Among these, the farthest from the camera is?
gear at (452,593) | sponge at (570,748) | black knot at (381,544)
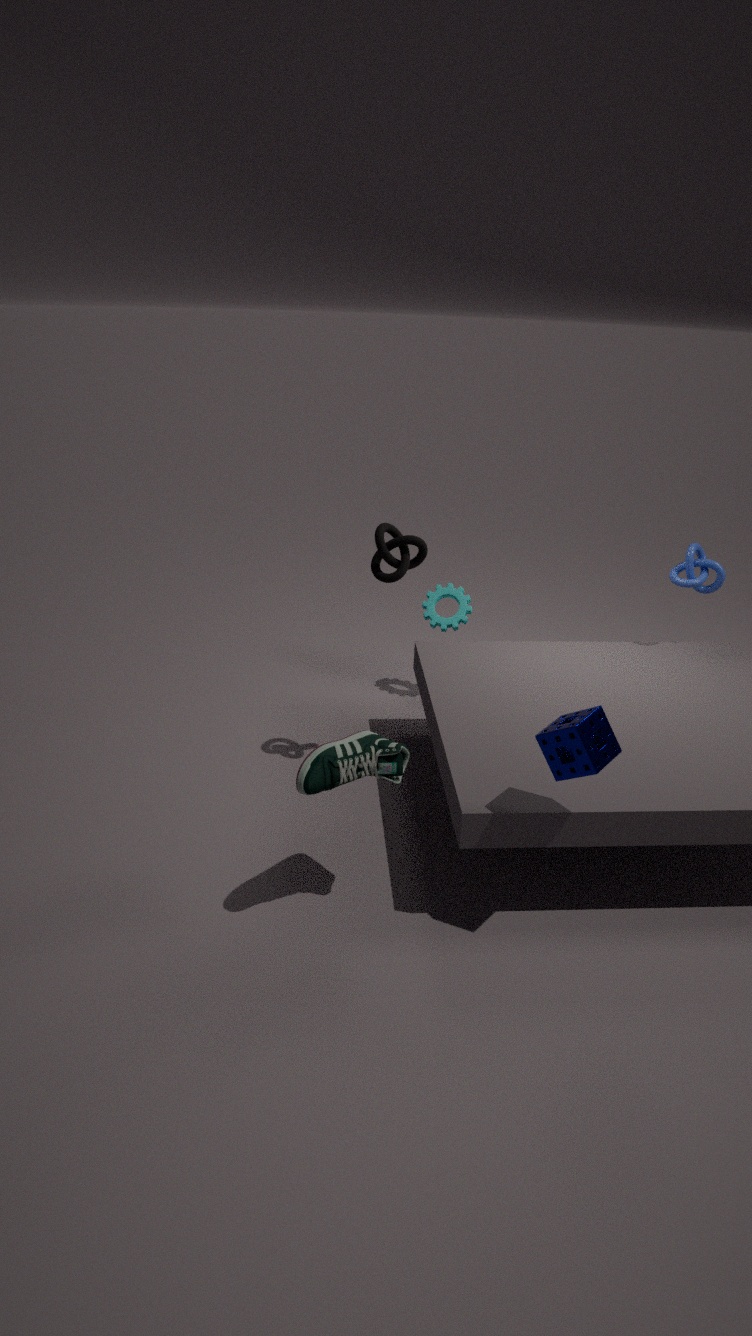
gear at (452,593)
